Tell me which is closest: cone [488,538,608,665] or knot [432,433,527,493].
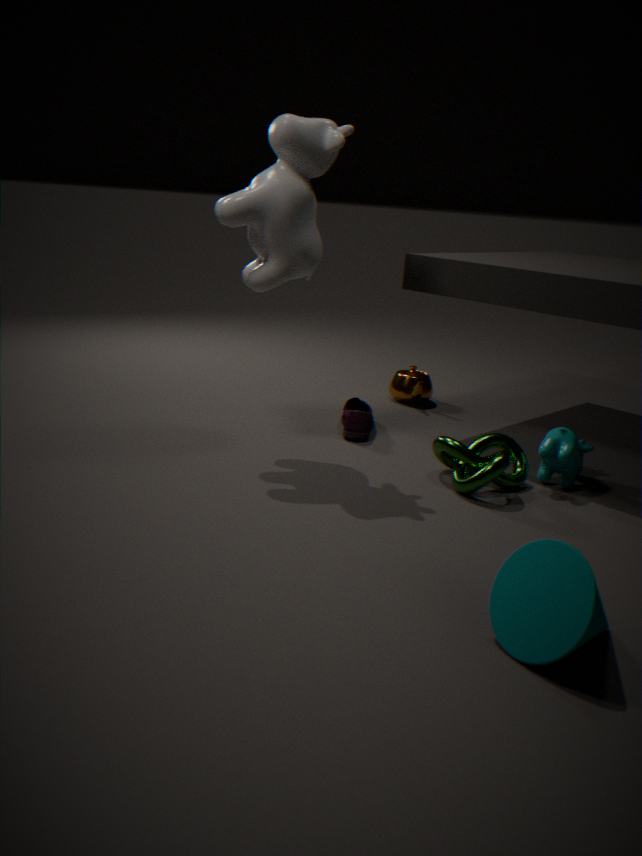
cone [488,538,608,665]
